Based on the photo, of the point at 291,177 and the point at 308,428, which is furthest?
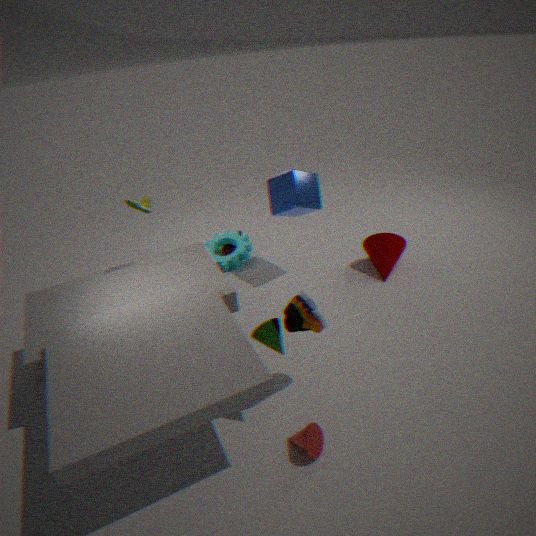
the point at 291,177
